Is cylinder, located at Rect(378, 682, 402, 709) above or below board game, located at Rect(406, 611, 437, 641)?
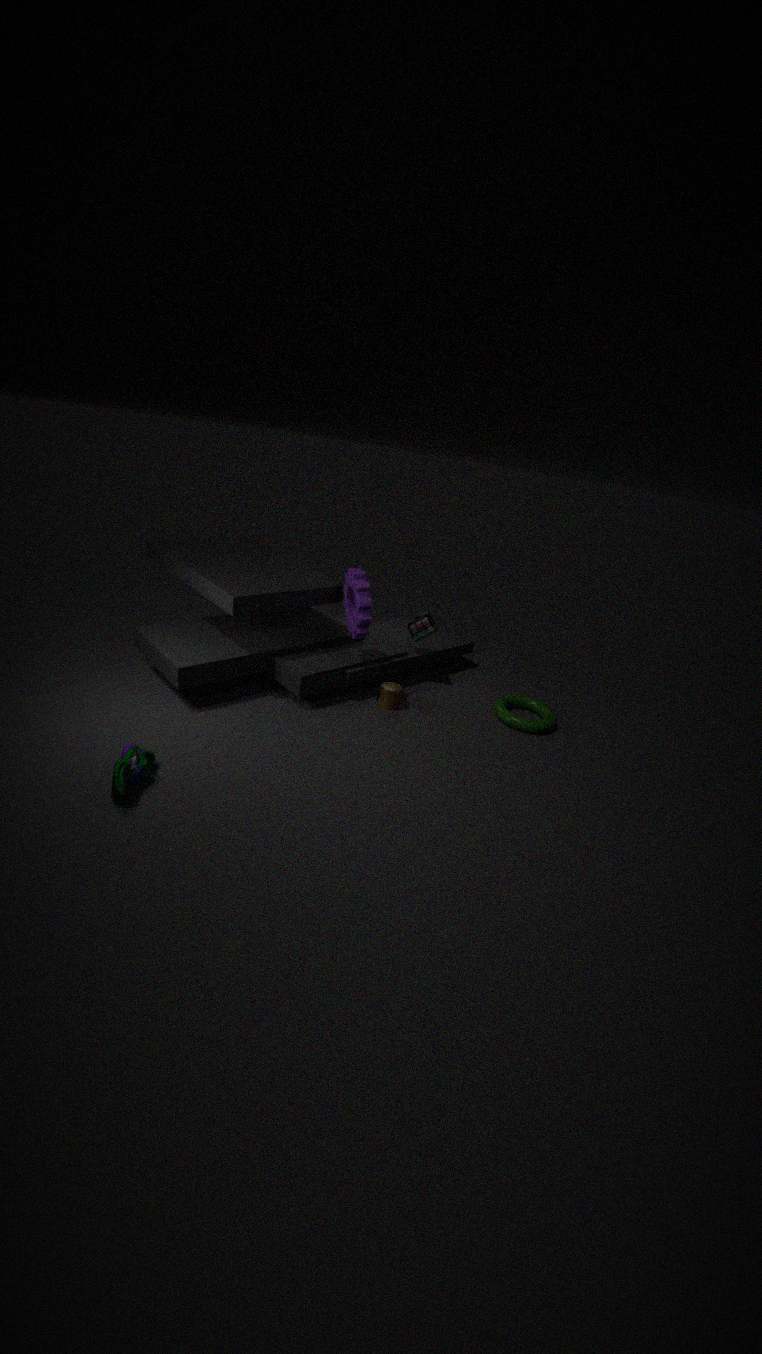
below
